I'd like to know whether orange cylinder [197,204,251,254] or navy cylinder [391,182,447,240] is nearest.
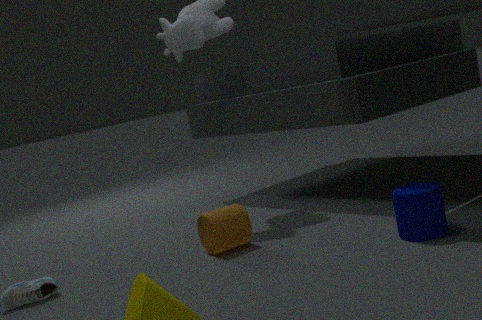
navy cylinder [391,182,447,240]
